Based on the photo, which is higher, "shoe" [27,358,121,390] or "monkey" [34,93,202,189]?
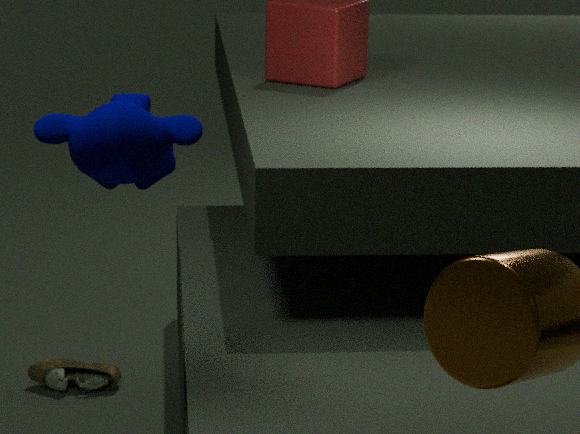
"monkey" [34,93,202,189]
